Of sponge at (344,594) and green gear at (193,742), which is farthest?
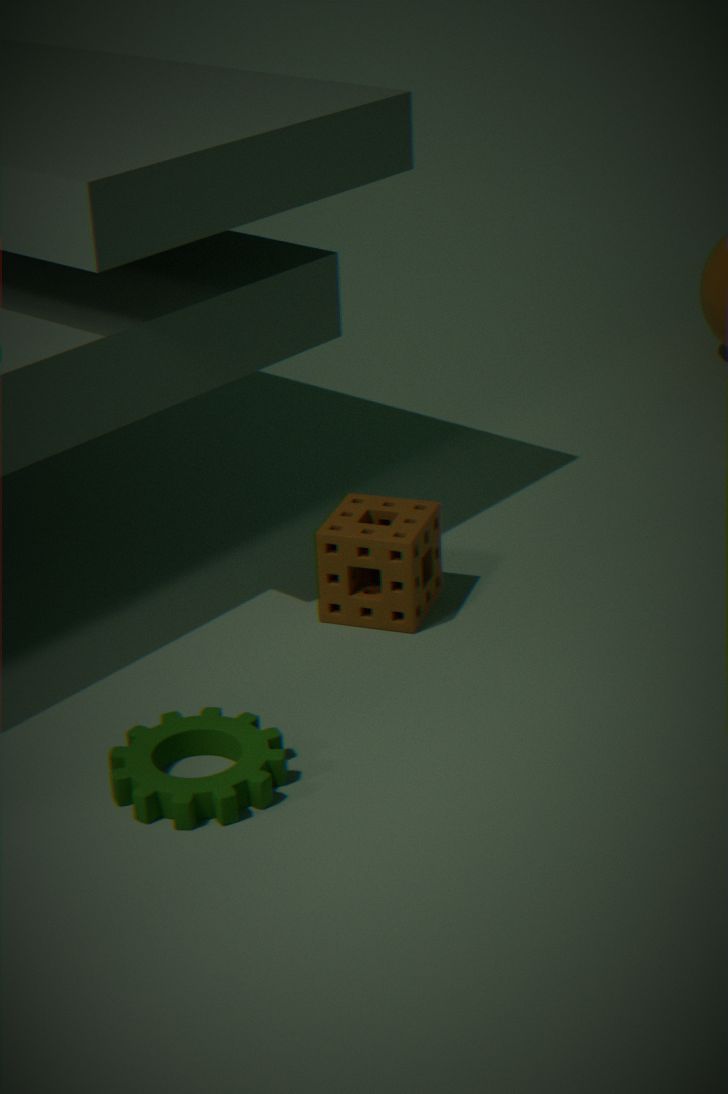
sponge at (344,594)
